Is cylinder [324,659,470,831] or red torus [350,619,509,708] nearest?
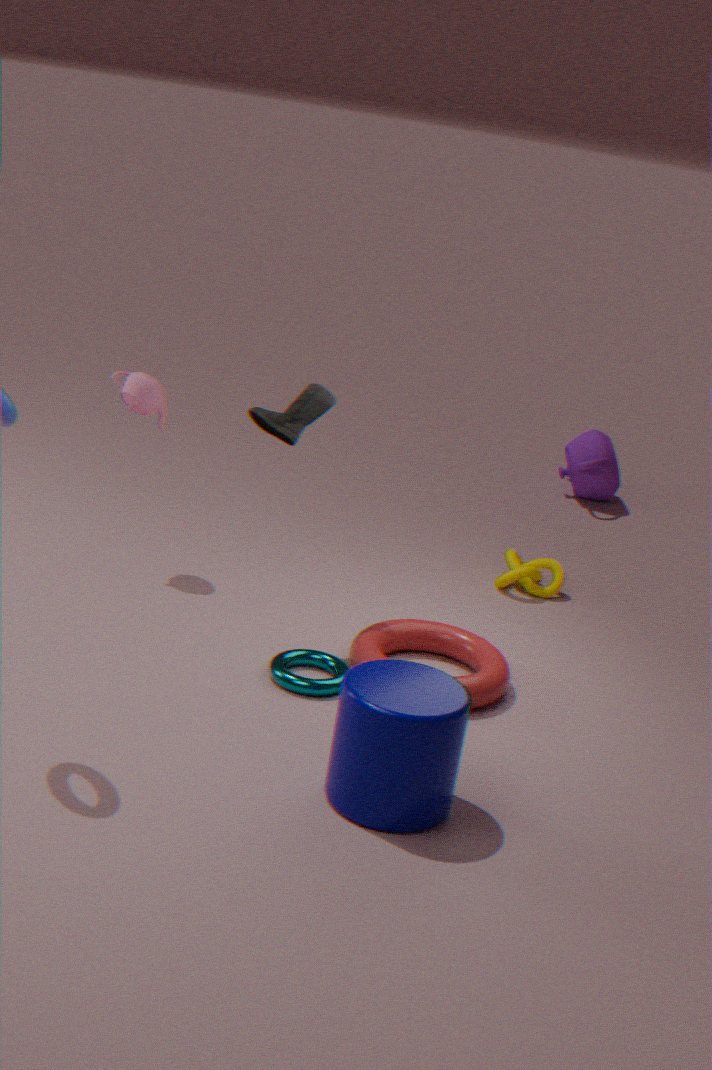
cylinder [324,659,470,831]
